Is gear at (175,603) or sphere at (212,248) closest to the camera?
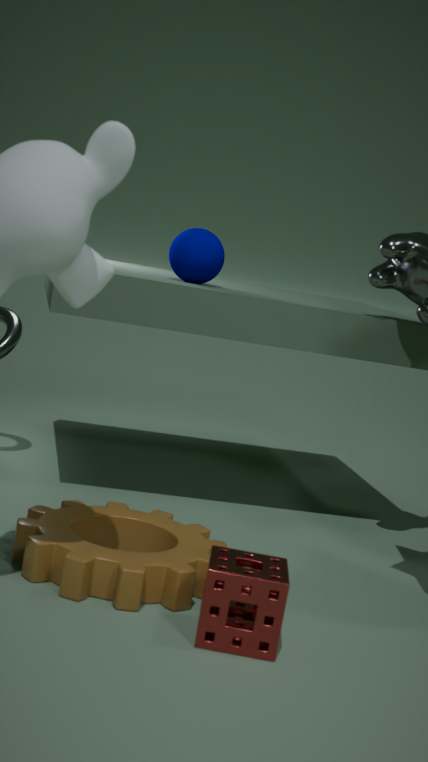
gear at (175,603)
